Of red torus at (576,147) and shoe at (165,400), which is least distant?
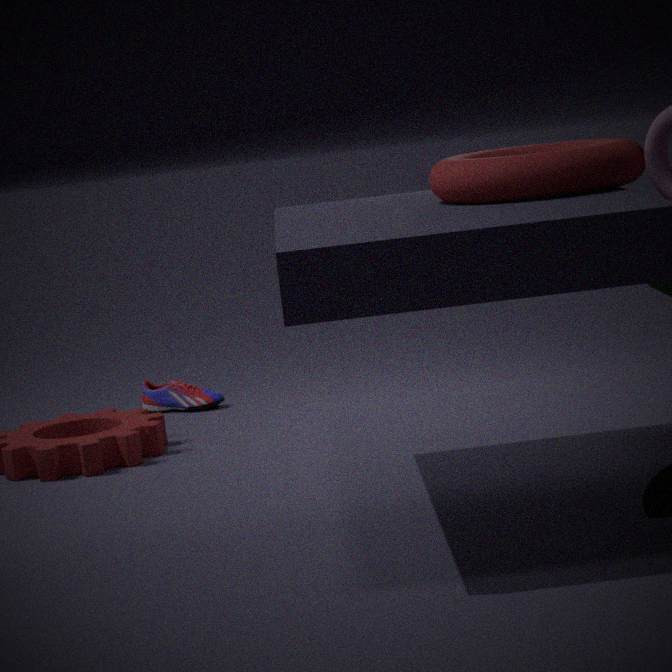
red torus at (576,147)
